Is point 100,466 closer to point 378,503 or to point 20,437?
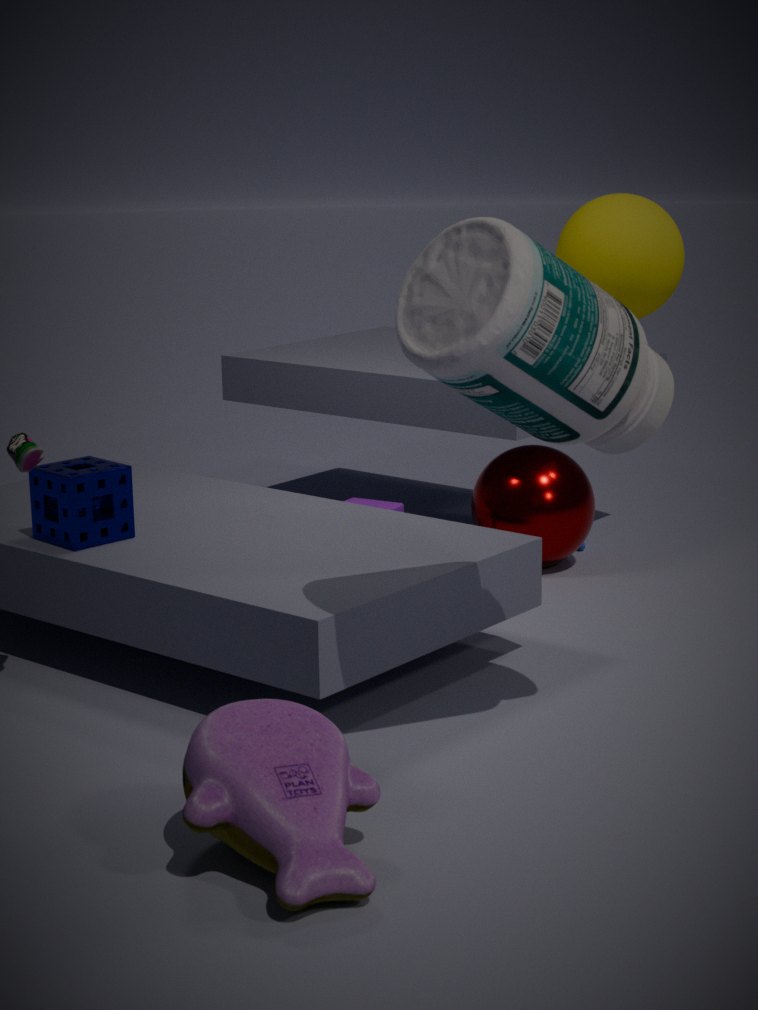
point 20,437
